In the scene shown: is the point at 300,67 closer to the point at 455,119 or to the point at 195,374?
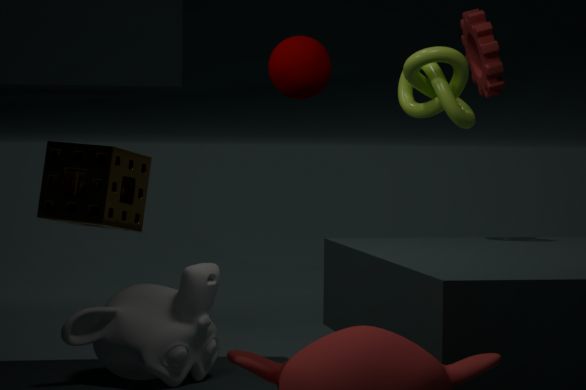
the point at 455,119
